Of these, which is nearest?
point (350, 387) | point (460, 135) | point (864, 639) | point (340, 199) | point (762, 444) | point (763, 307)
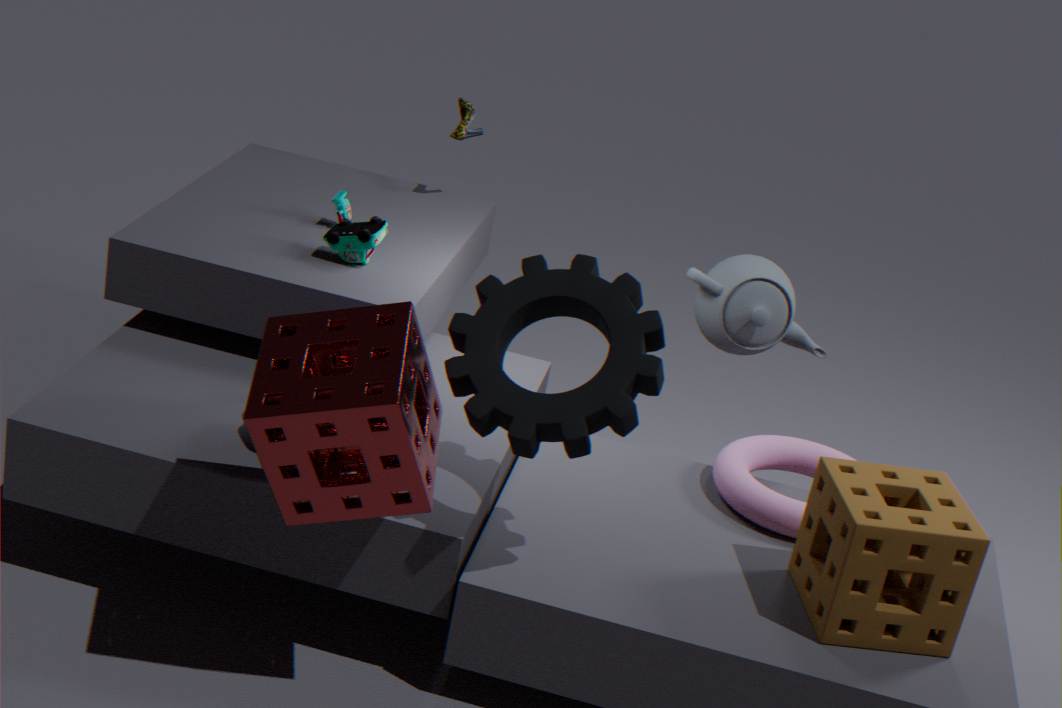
point (350, 387)
